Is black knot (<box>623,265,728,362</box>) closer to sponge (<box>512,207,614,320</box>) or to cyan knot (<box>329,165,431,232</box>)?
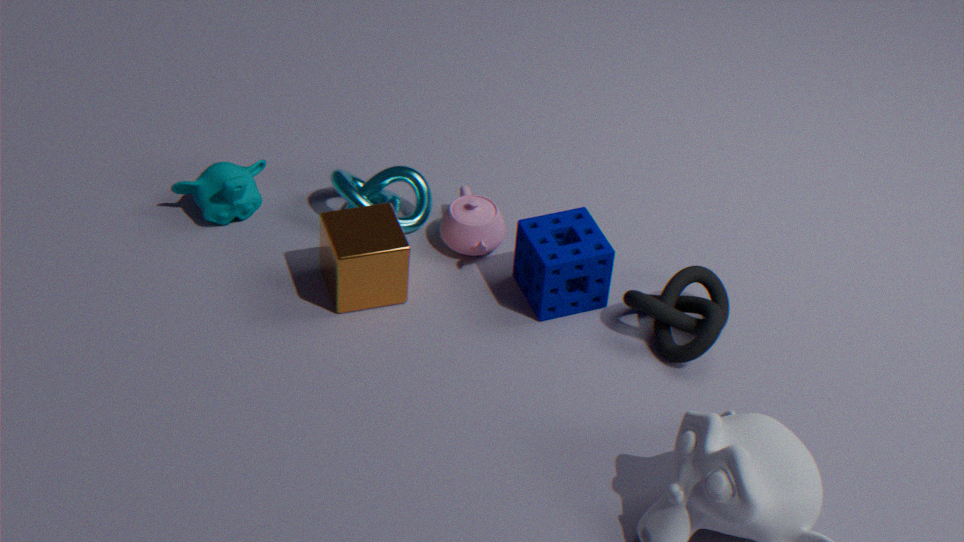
sponge (<box>512,207,614,320</box>)
